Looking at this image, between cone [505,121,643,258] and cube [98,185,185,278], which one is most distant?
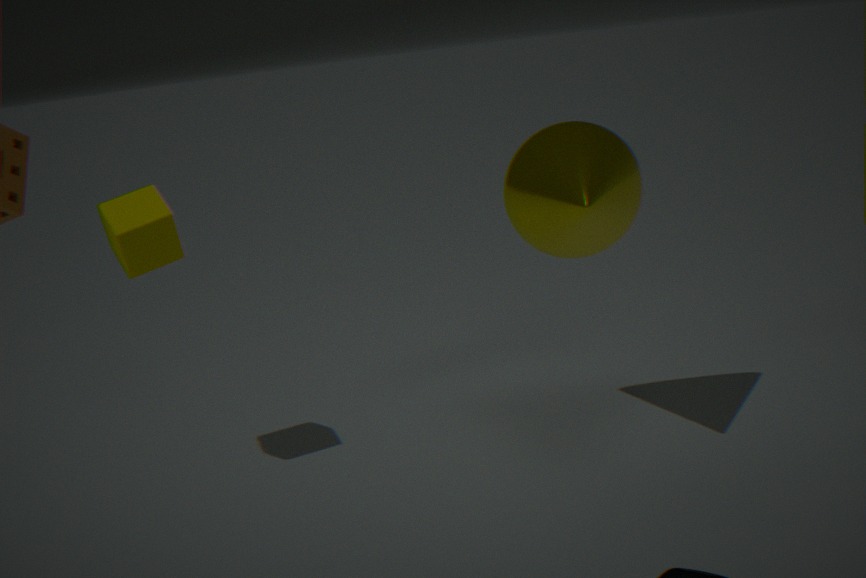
cube [98,185,185,278]
